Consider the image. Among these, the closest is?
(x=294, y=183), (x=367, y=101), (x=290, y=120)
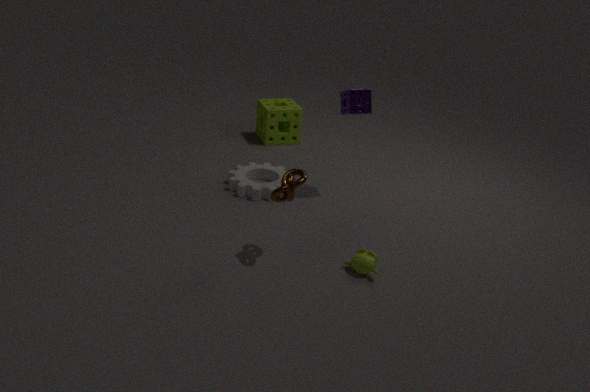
(x=294, y=183)
